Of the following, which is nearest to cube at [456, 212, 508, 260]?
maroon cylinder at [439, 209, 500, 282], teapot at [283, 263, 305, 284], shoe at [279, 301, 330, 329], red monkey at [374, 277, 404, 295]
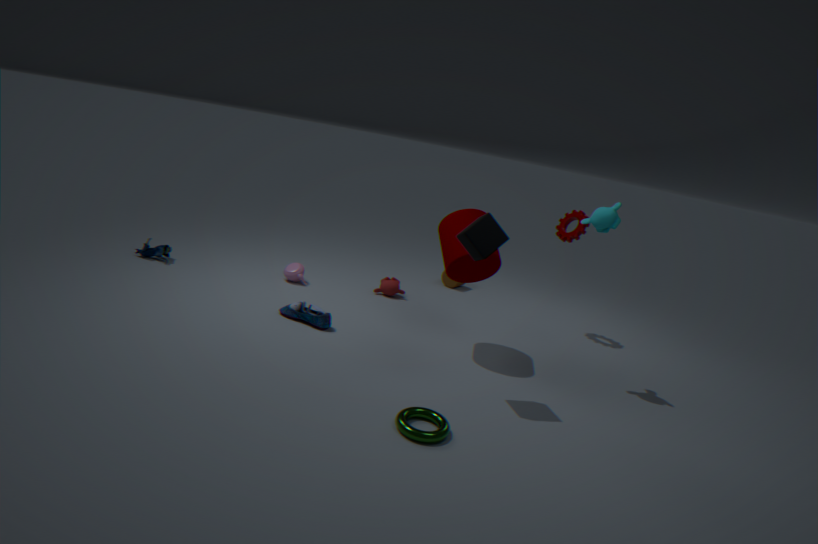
maroon cylinder at [439, 209, 500, 282]
